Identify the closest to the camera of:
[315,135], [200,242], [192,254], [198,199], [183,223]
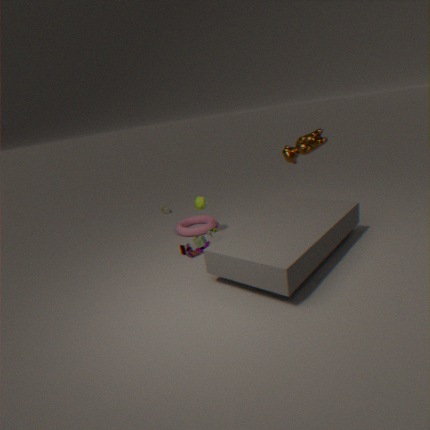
[192,254]
